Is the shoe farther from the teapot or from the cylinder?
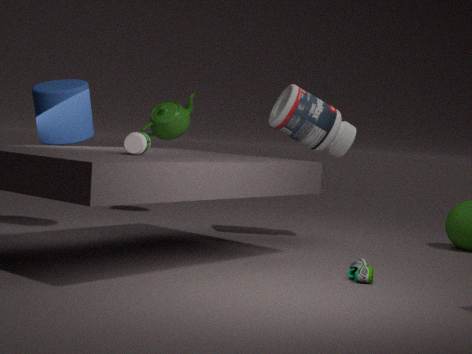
the teapot
